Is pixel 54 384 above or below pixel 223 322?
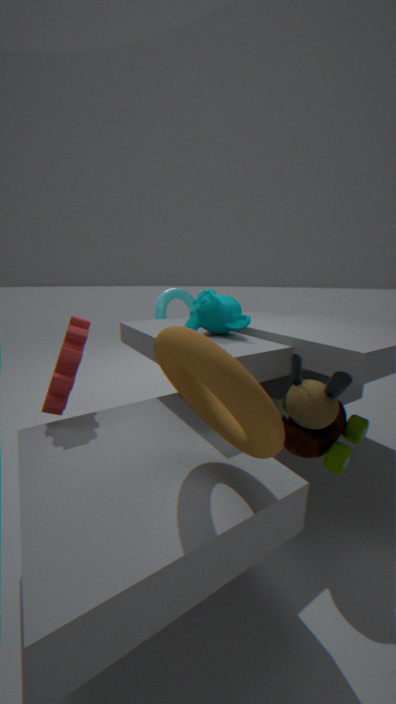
below
